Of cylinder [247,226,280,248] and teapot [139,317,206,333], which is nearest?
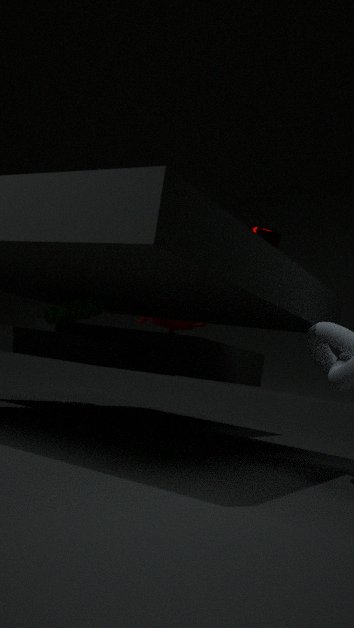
cylinder [247,226,280,248]
